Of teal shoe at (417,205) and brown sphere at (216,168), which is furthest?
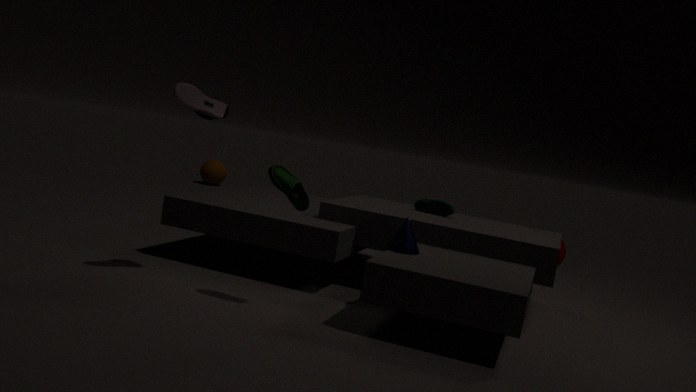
brown sphere at (216,168)
